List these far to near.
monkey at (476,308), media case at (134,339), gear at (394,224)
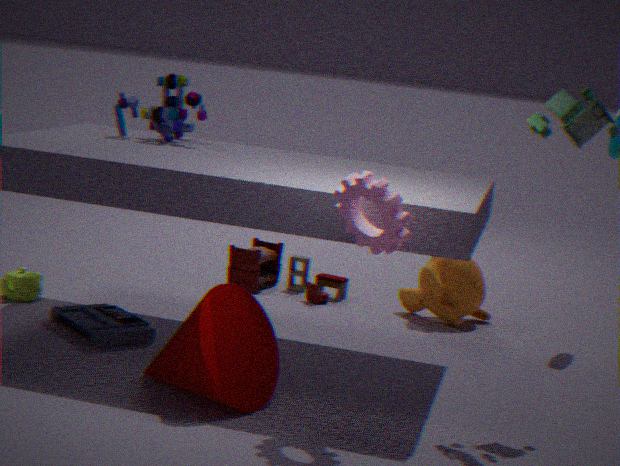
monkey at (476,308) < media case at (134,339) < gear at (394,224)
